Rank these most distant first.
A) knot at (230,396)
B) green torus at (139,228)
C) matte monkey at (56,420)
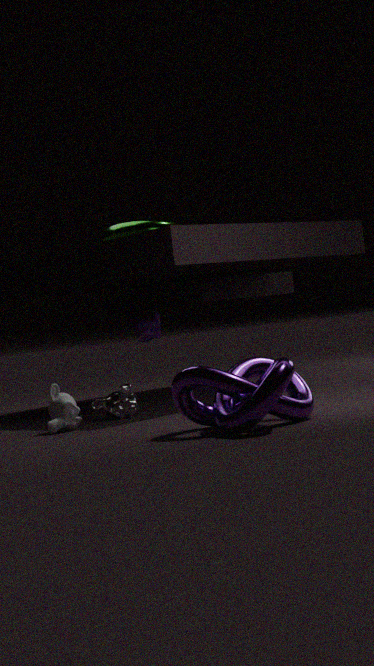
green torus at (139,228), matte monkey at (56,420), knot at (230,396)
